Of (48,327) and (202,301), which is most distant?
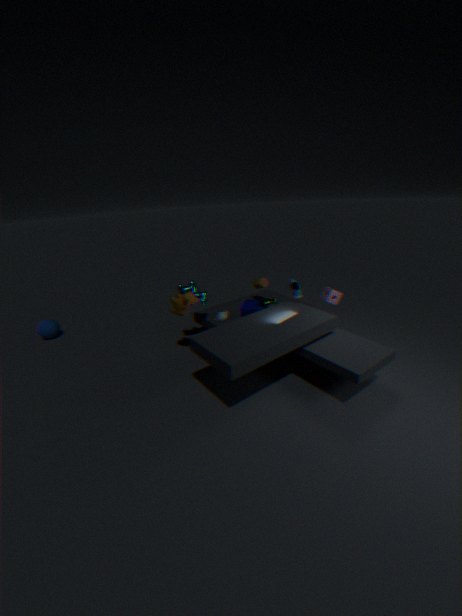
(48,327)
